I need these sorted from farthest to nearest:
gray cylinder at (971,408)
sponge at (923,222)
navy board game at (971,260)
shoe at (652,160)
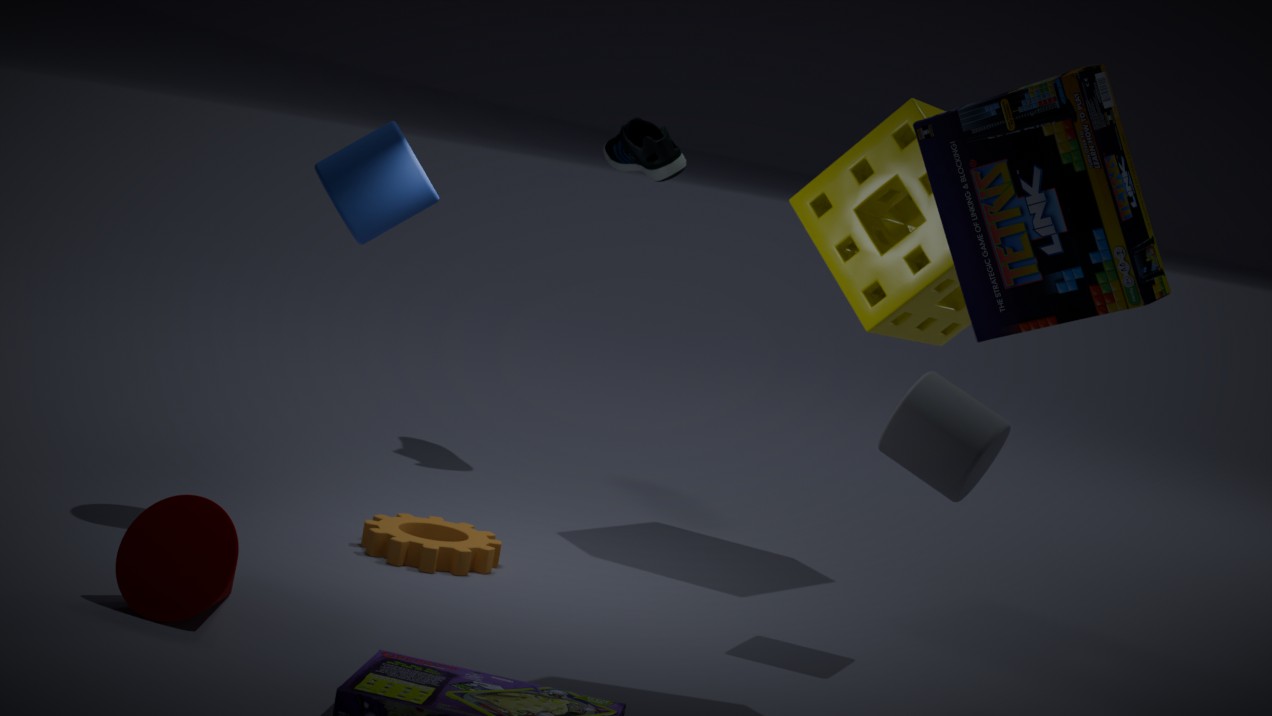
shoe at (652,160) < sponge at (923,222) < gray cylinder at (971,408) < navy board game at (971,260)
